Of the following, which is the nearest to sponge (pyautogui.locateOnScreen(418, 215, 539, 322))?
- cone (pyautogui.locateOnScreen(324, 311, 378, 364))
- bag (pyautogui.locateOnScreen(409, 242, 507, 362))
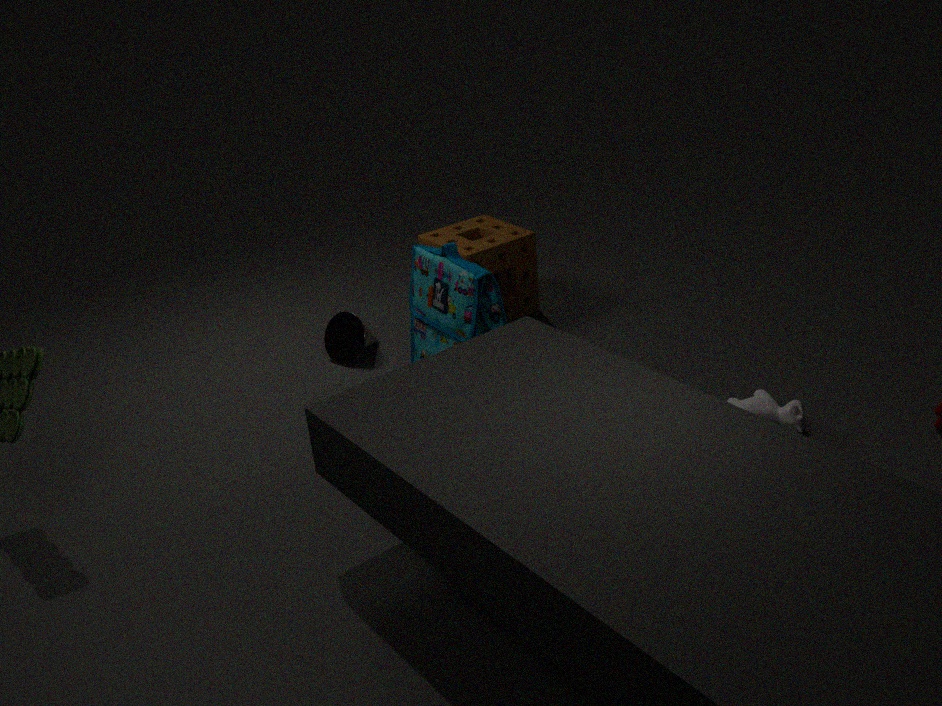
bag (pyautogui.locateOnScreen(409, 242, 507, 362))
